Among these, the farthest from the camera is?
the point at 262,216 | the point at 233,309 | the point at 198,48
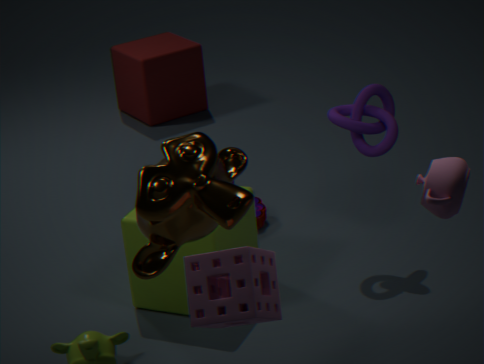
the point at 198,48
